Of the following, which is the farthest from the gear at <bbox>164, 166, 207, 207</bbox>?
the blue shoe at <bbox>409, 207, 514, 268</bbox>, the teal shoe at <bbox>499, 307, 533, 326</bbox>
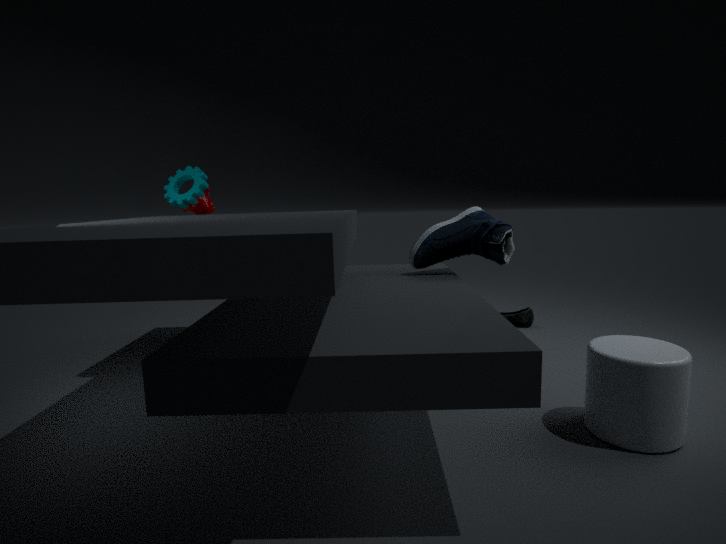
the teal shoe at <bbox>499, 307, 533, 326</bbox>
